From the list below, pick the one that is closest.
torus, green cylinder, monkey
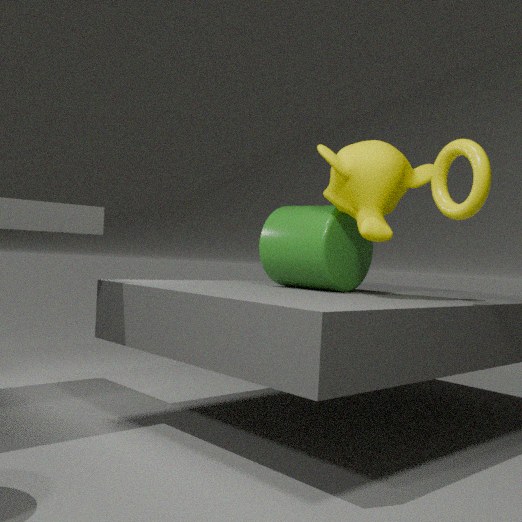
torus
